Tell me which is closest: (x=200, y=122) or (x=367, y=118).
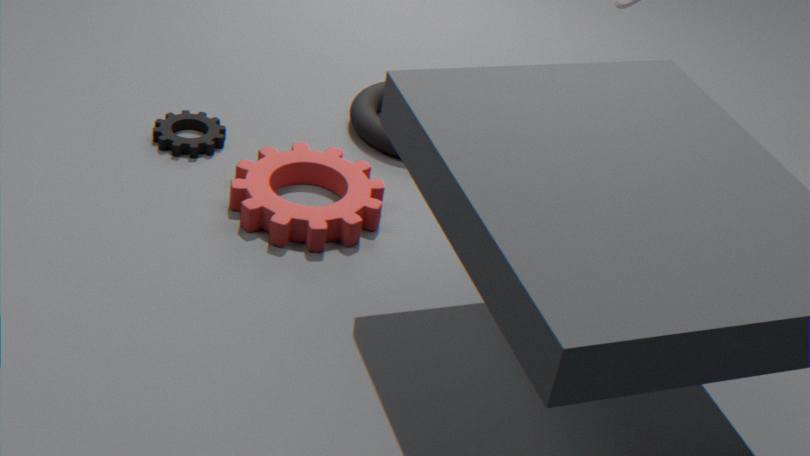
(x=200, y=122)
